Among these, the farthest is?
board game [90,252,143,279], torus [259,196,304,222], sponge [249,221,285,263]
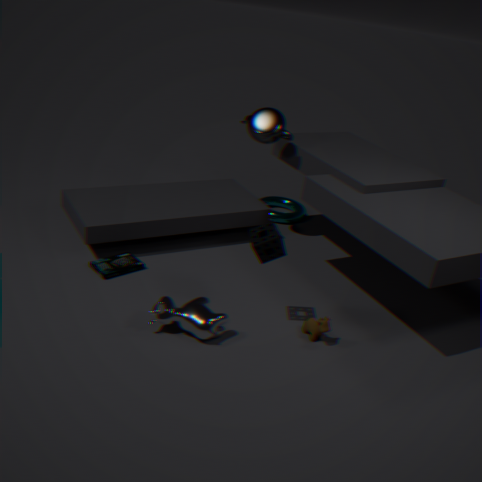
torus [259,196,304,222]
